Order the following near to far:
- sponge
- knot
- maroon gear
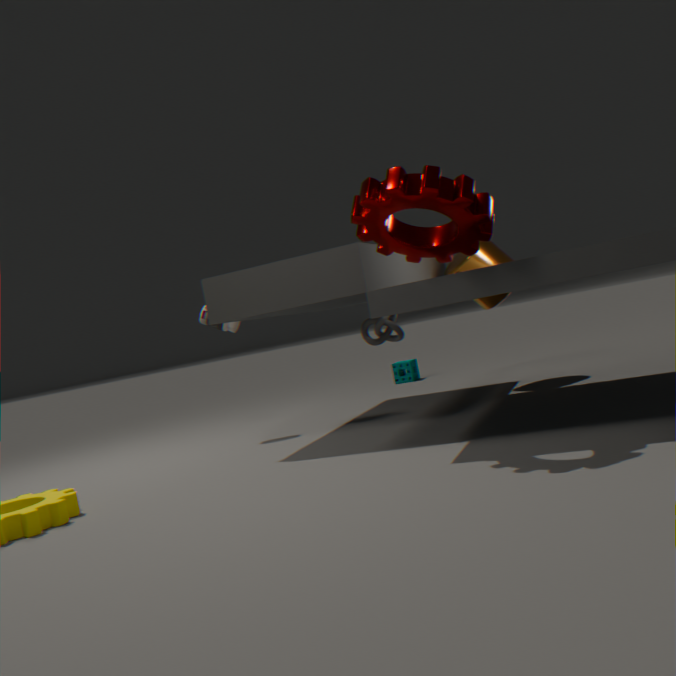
1. maroon gear
2. knot
3. sponge
